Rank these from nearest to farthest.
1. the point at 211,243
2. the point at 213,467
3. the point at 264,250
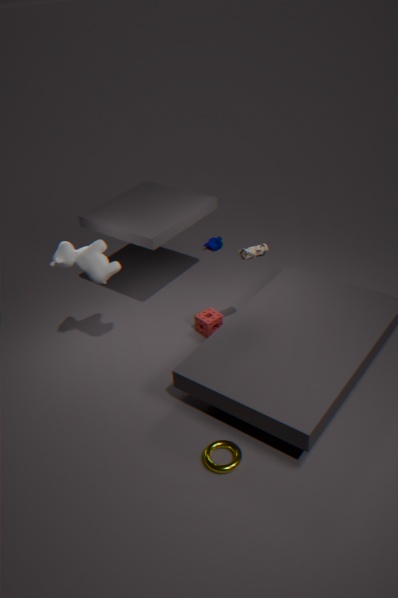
1. the point at 213,467
2. the point at 264,250
3. the point at 211,243
